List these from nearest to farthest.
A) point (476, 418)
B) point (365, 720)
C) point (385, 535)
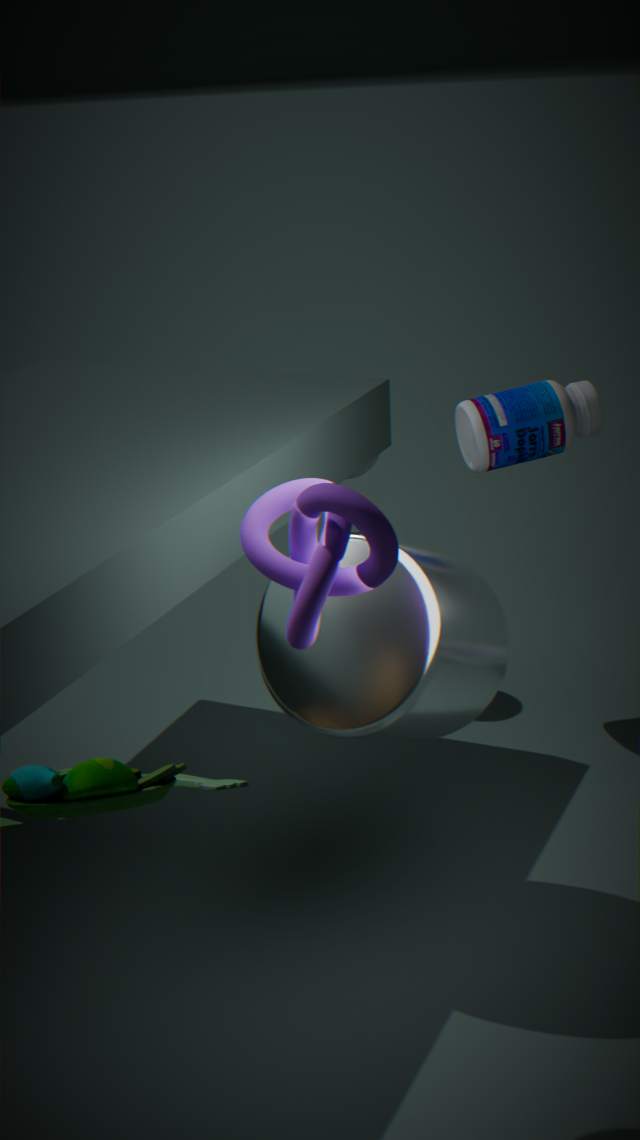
point (385, 535) → point (365, 720) → point (476, 418)
